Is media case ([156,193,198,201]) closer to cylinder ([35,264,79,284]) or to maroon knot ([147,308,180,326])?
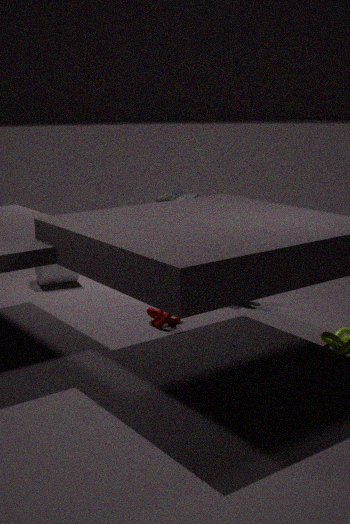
cylinder ([35,264,79,284])
